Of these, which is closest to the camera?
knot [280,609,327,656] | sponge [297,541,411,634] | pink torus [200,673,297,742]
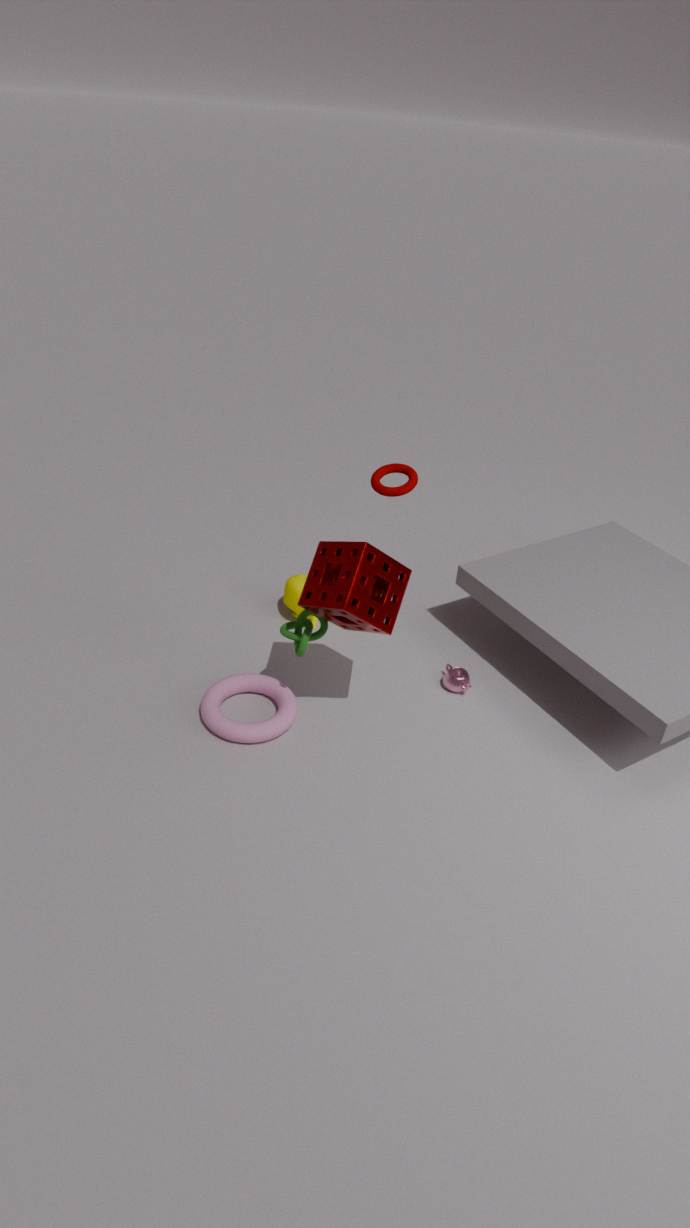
sponge [297,541,411,634]
